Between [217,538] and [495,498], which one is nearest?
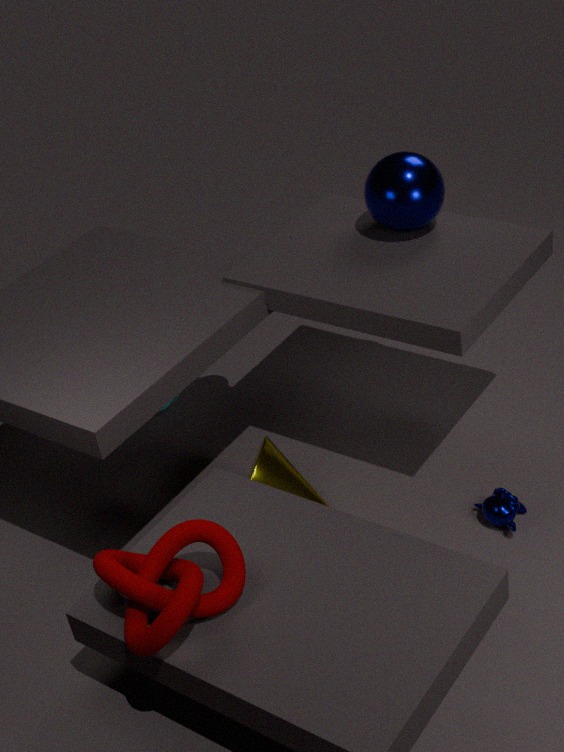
[217,538]
